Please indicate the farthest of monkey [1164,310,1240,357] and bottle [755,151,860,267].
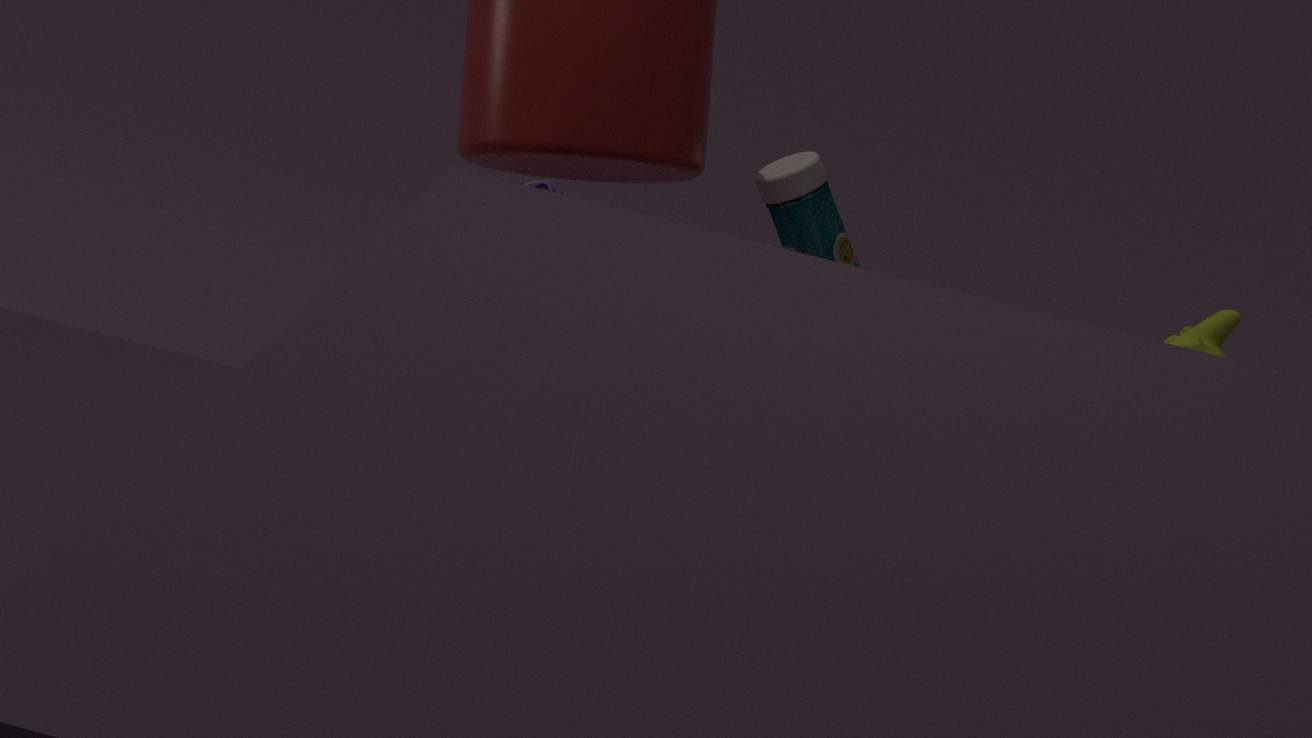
bottle [755,151,860,267]
